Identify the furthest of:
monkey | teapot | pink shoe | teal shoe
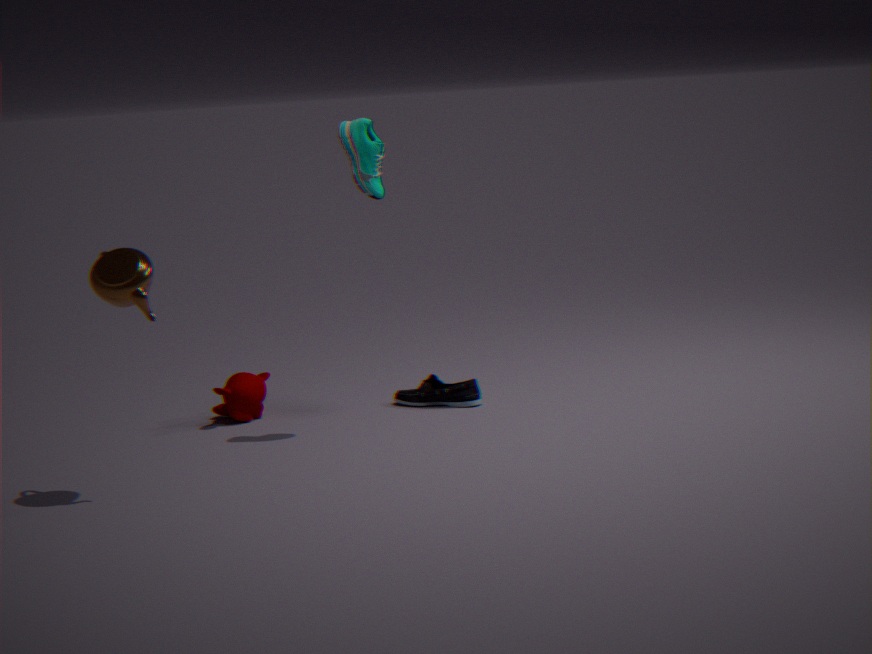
pink shoe
